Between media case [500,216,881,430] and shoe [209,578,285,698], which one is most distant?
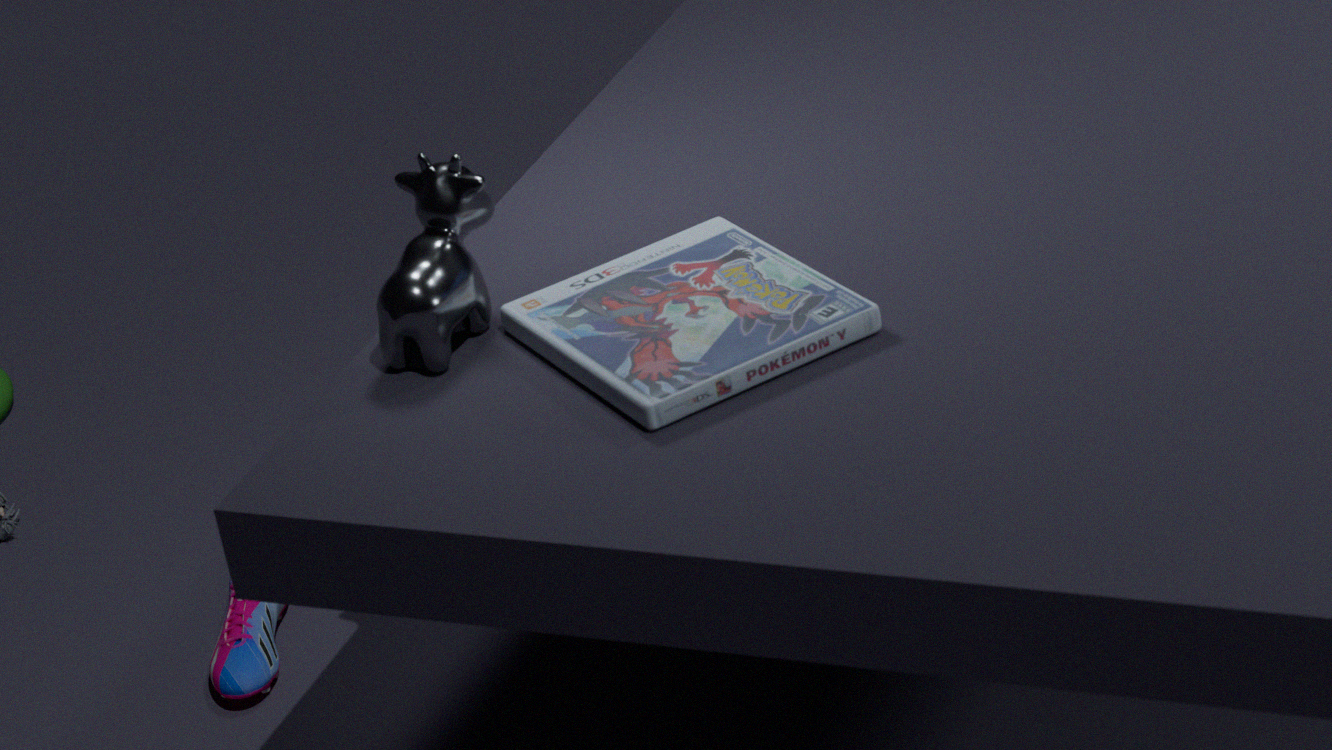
shoe [209,578,285,698]
